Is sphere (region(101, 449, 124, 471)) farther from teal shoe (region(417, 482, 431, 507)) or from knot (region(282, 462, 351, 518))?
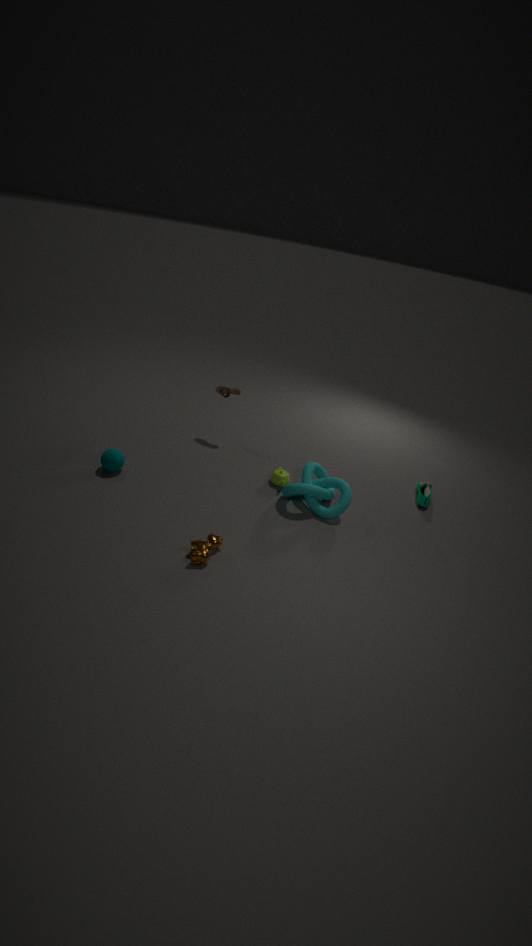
teal shoe (region(417, 482, 431, 507))
